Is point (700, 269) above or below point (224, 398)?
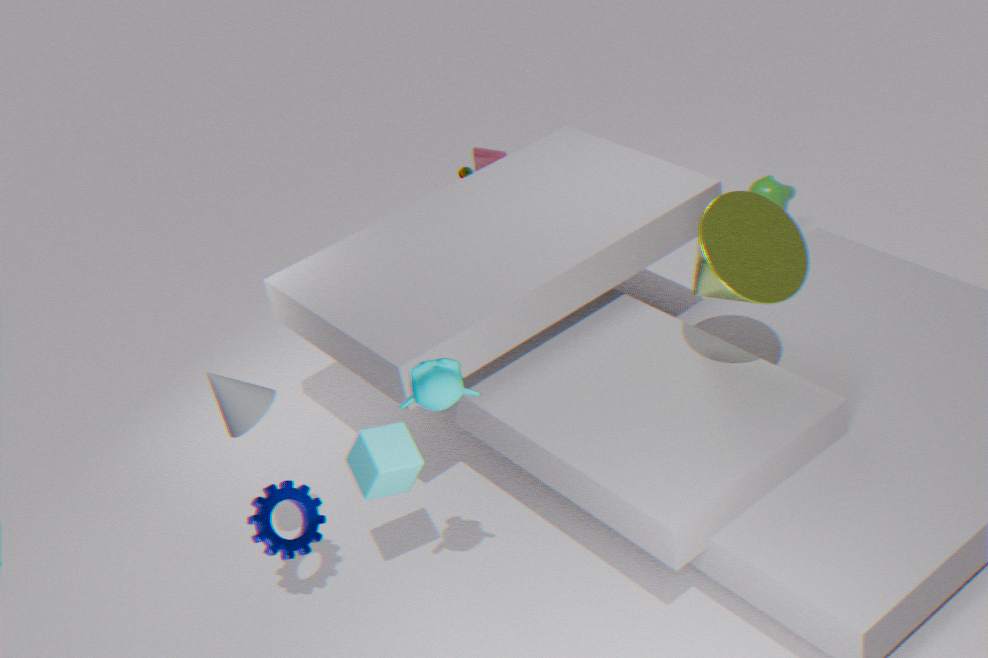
above
